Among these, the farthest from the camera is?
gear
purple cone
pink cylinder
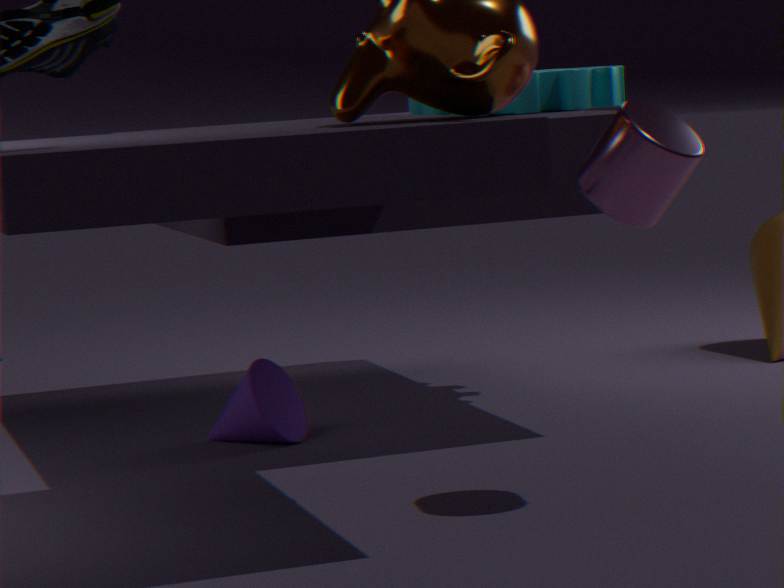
gear
